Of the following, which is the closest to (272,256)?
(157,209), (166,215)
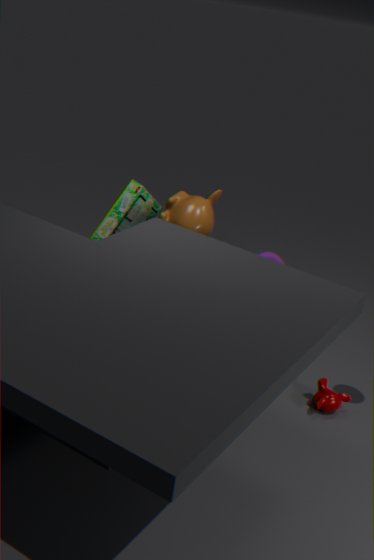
(166,215)
